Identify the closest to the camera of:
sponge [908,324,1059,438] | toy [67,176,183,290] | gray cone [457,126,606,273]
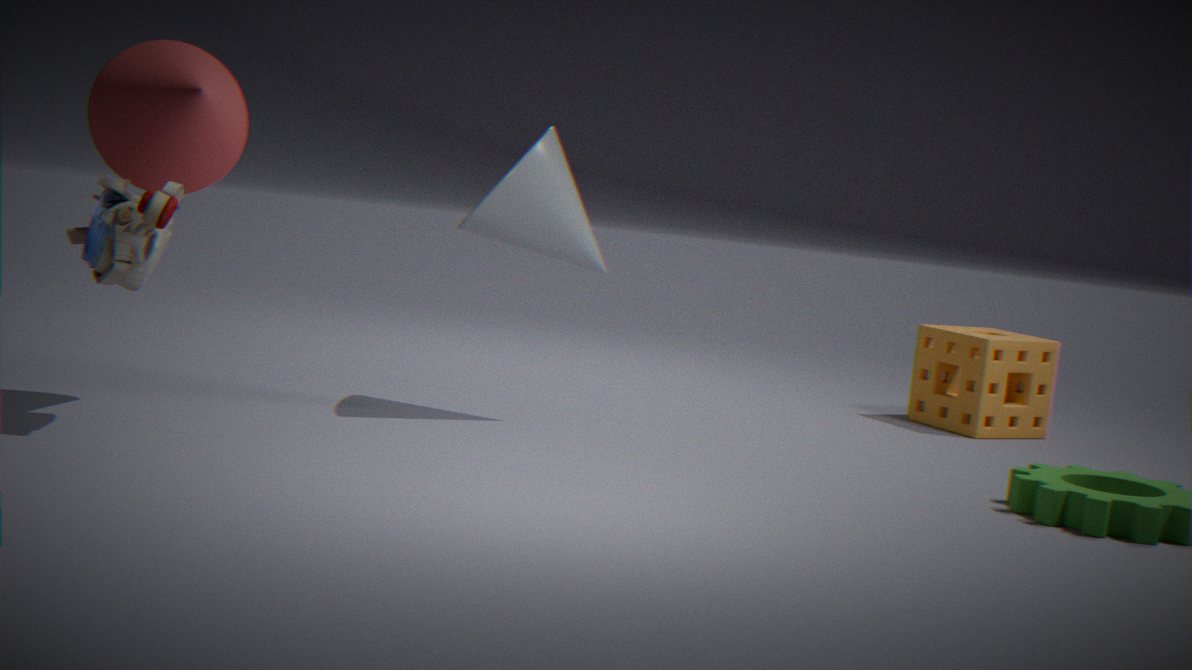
toy [67,176,183,290]
